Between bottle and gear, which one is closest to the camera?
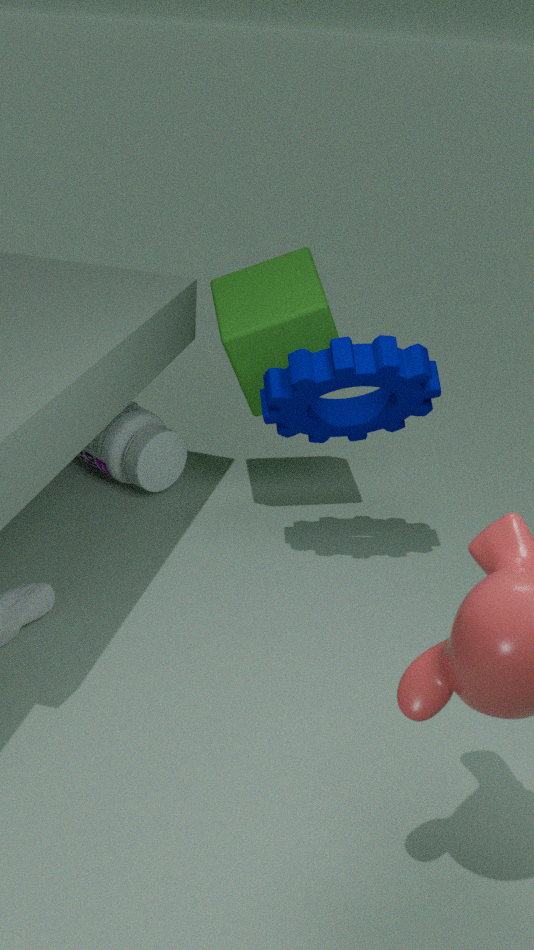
gear
